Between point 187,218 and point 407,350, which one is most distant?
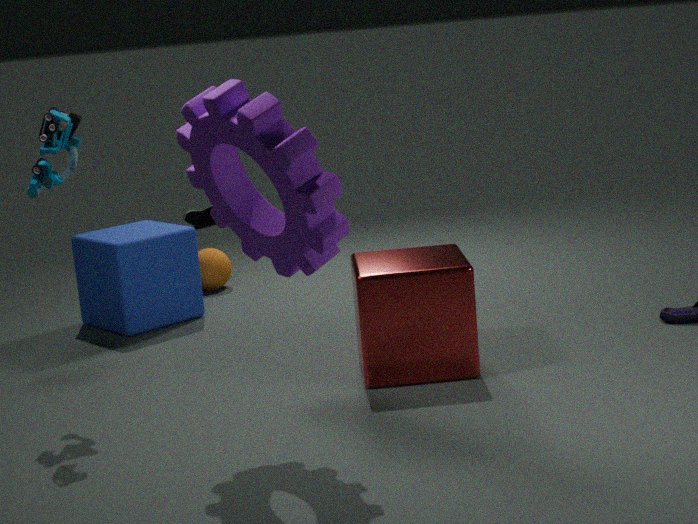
point 187,218
